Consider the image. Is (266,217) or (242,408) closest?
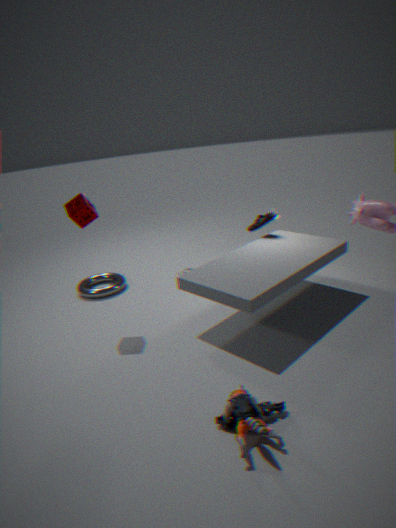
(242,408)
